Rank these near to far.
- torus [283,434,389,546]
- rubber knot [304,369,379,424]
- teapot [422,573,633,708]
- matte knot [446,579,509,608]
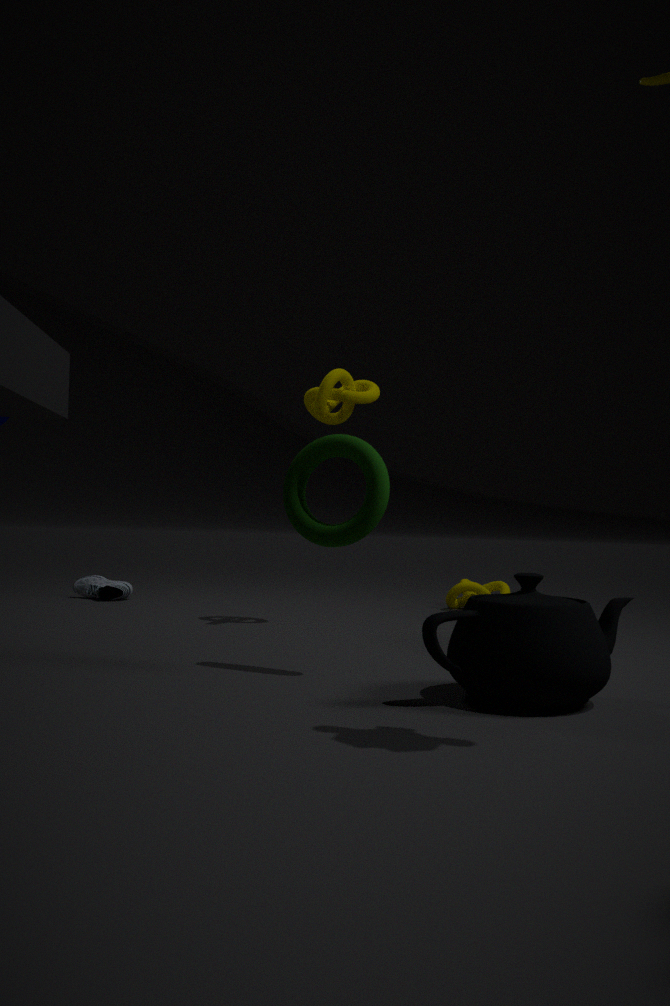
teapot [422,573,633,708], torus [283,434,389,546], rubber knot [304,369,379,424], matte knot [446,579,509,608]
